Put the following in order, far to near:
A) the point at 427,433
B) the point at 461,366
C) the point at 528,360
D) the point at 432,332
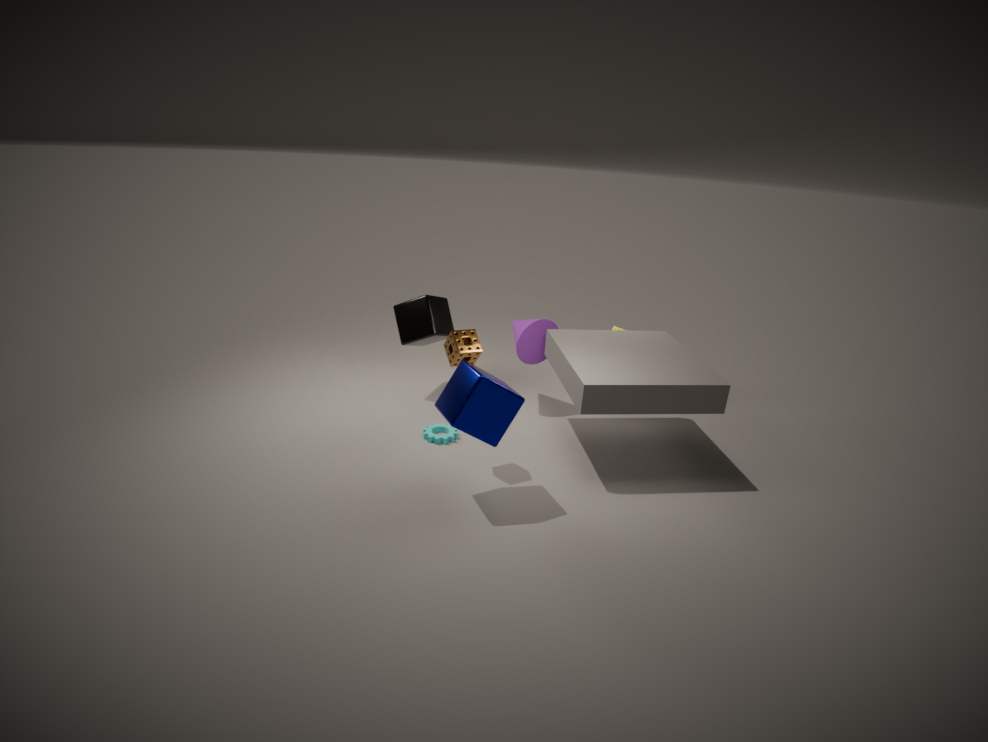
1. the point at 528,360
2. the point at 432,332
3. the point at 427,433
4. the point at 461,366
